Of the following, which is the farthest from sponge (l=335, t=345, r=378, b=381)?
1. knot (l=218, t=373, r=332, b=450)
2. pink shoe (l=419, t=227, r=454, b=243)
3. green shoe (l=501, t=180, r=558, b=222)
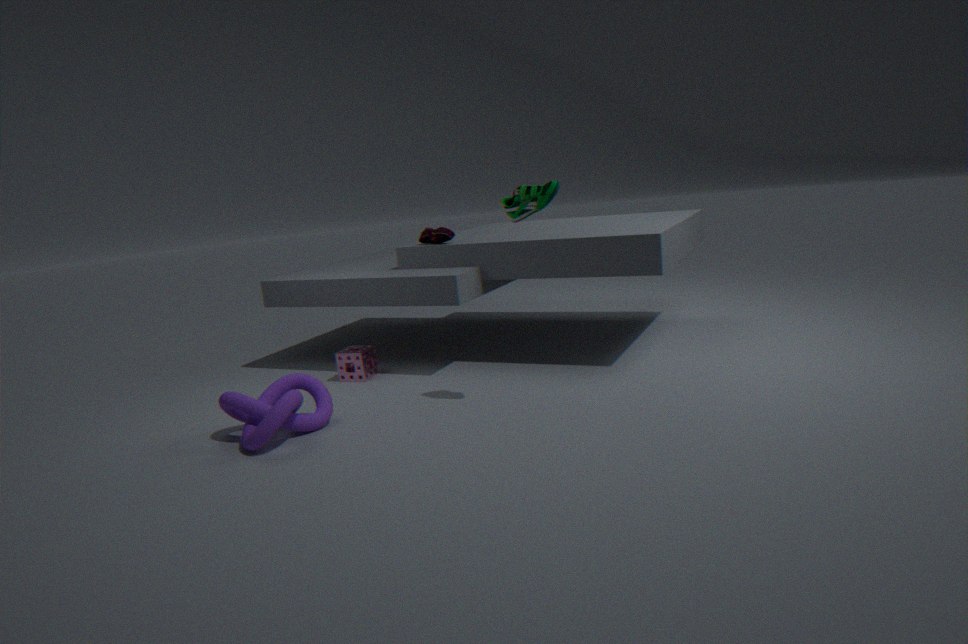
green shoe (l=501, t=180, r=558, b=222)
